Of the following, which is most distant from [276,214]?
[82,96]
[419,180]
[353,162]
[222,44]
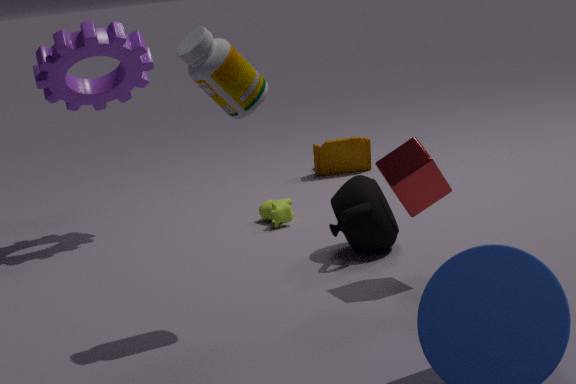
[222,44]
